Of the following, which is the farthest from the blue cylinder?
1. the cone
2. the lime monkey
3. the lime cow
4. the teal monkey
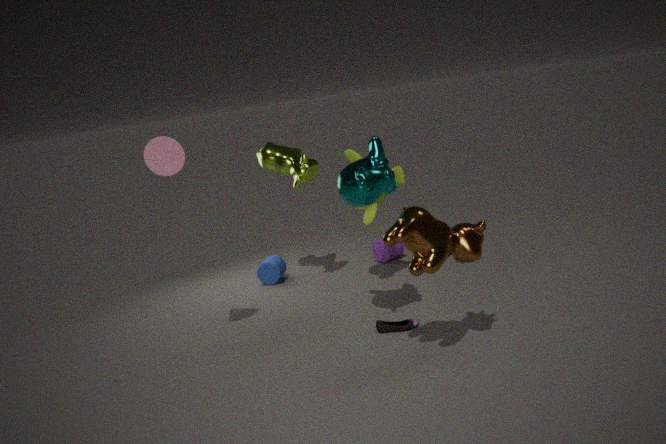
the cone
